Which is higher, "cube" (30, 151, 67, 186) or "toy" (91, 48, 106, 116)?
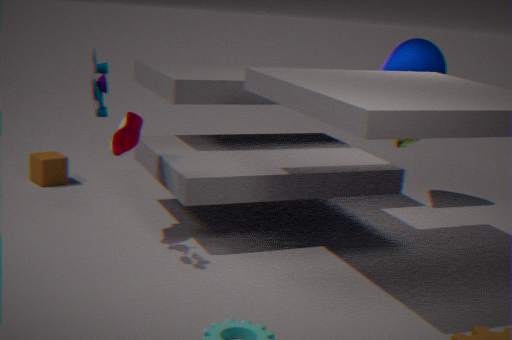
"toy" (91, 48, 106, 116)
